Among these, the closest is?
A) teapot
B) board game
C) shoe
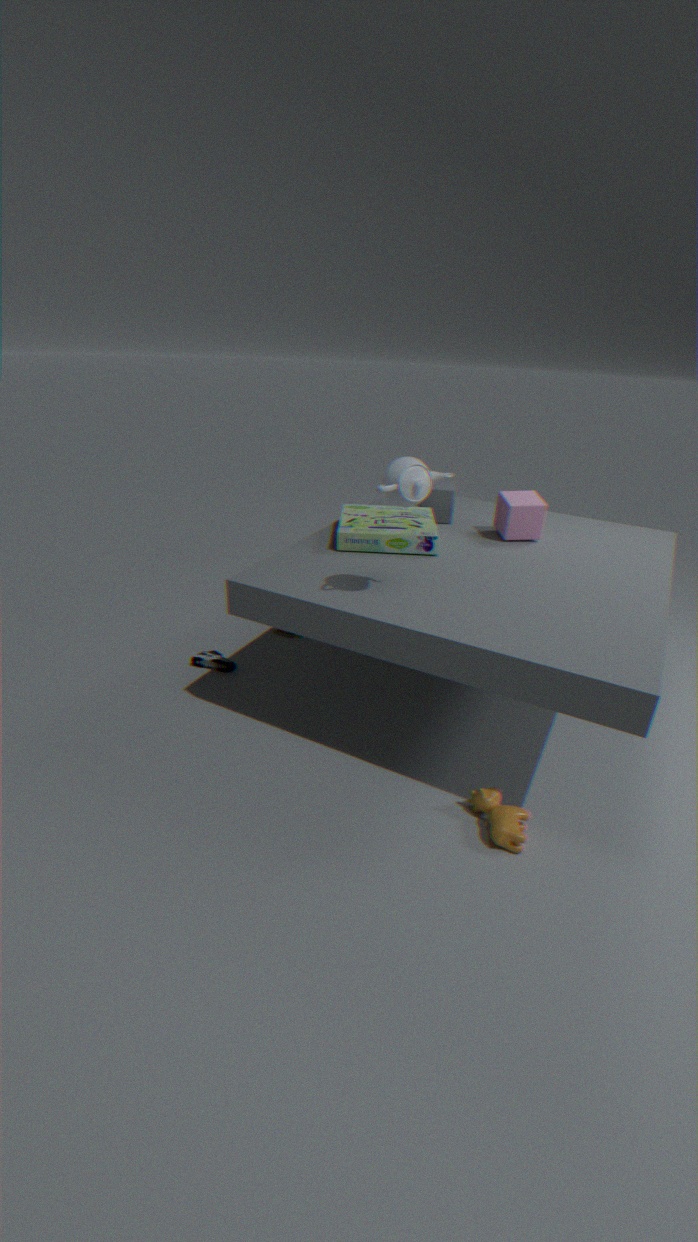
teapot
